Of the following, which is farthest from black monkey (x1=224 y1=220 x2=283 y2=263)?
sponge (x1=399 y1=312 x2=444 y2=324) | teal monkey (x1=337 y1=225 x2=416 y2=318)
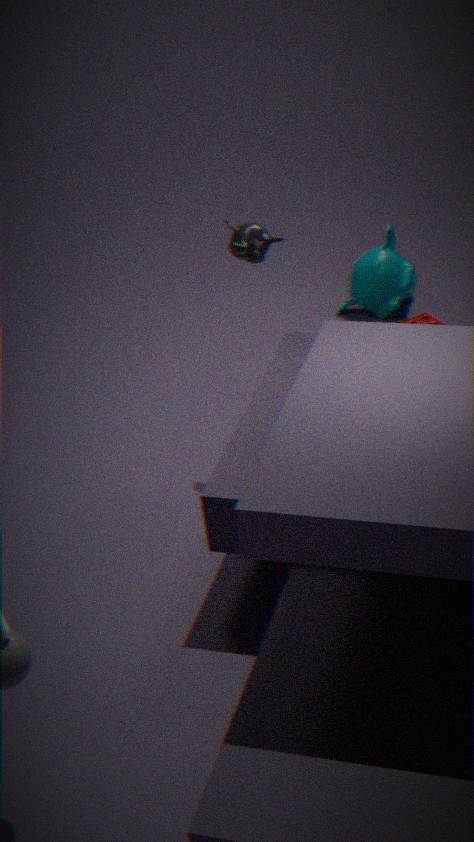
teal monkey (x1=337 y1=225 x2=416 y2=318)
